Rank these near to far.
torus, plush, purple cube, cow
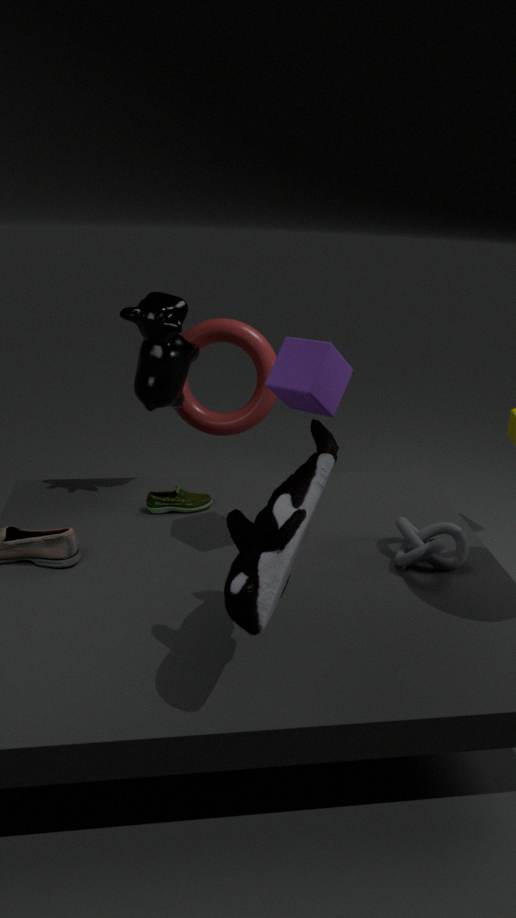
1. plush
2. purple cube
3. cow
4. torus
